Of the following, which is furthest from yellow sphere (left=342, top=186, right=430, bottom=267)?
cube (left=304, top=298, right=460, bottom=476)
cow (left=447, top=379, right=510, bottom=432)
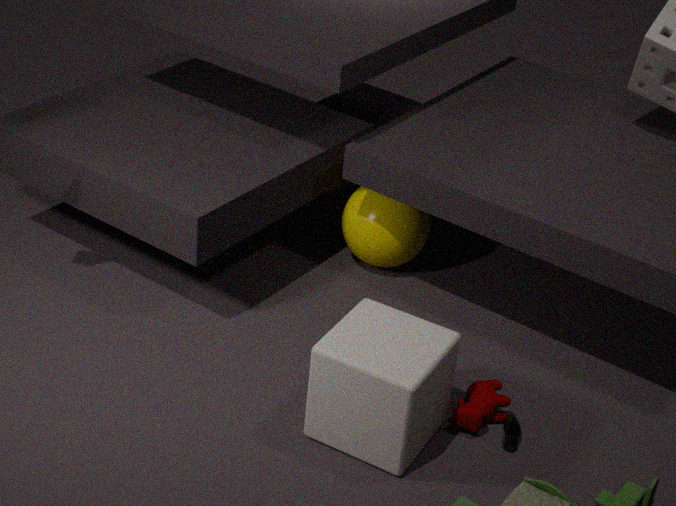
cow (left=447, top=379, right=510, bottom=432)
